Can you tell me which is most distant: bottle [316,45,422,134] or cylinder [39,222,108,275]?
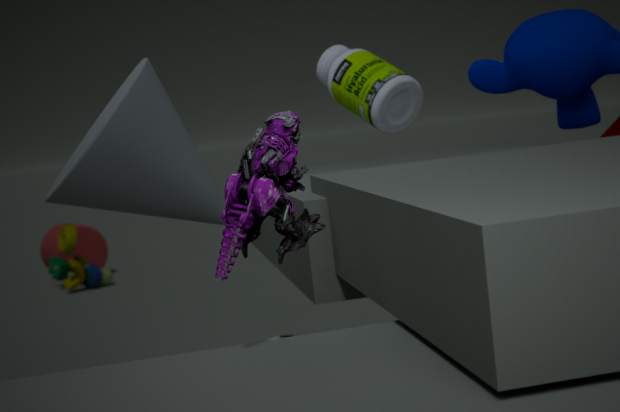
cylinder [39,222,108,275]
